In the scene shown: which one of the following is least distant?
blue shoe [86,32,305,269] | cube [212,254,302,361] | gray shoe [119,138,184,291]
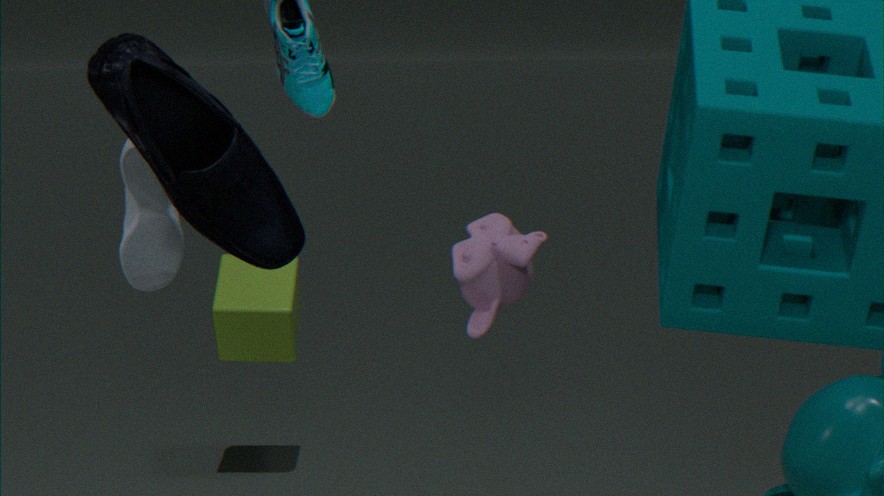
blue shoe [86,32,305,269]
